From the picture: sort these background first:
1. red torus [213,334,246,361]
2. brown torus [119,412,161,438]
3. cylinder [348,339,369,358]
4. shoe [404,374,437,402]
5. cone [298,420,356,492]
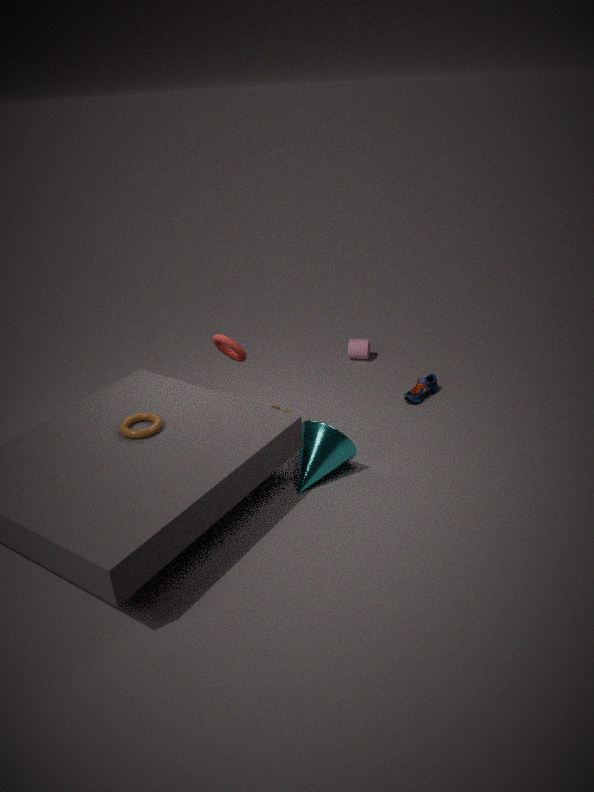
cylinder [348,339,369,358] → shoe [404,374,437,402] → red torus [213,334,246,361] → cone [298,420,356,492] → brown torus [119,412,161,438]
